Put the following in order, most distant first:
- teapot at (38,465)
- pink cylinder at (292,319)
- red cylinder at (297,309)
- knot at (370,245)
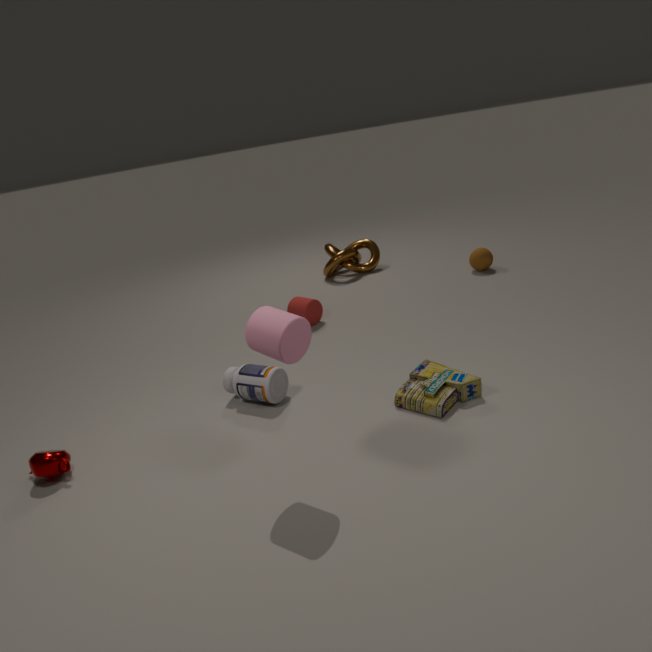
knot at (370,245) < red cylinder at (297,309) < teapot at (38,465) < pink cylinder at (292,319)
